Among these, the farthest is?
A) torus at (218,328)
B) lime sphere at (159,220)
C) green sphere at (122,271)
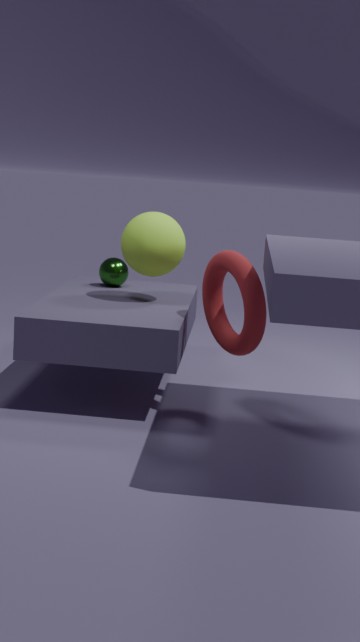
C. green sphere at (122,271)
